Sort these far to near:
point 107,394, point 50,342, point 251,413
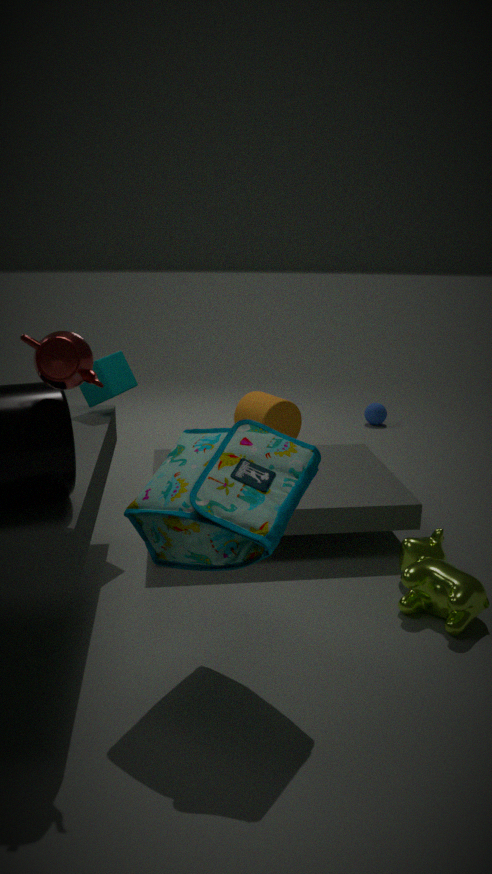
1. point 251,413
2. point 107,394
3. point 50,342
